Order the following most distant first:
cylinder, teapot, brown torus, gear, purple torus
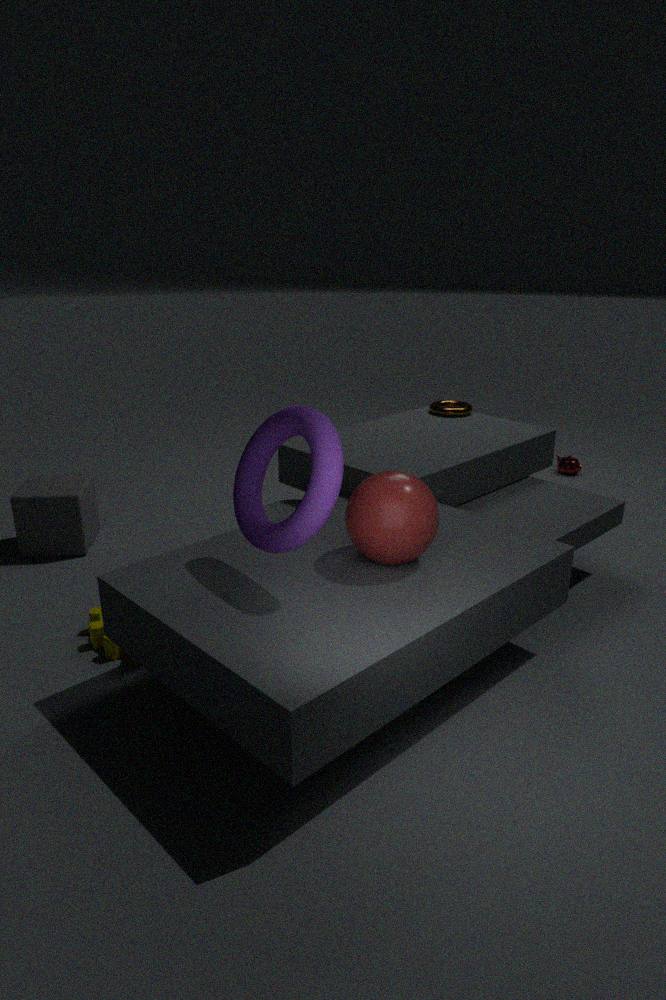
teapot, brown torus, cylinder, gear, purple torus
